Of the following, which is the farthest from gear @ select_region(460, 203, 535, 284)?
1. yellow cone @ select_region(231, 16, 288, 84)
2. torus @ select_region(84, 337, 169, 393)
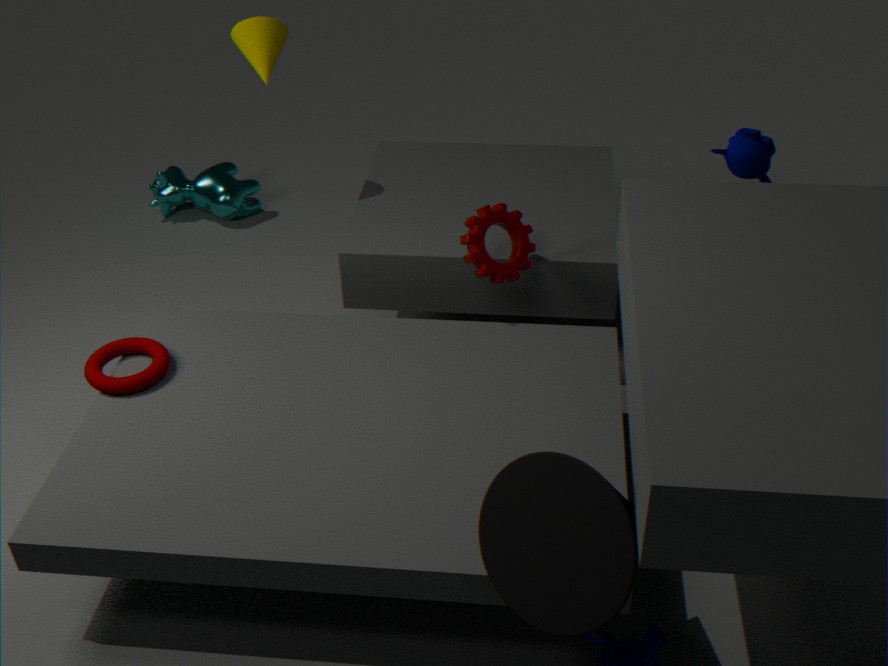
torus @ select_region(84, 337, 169, 393)
